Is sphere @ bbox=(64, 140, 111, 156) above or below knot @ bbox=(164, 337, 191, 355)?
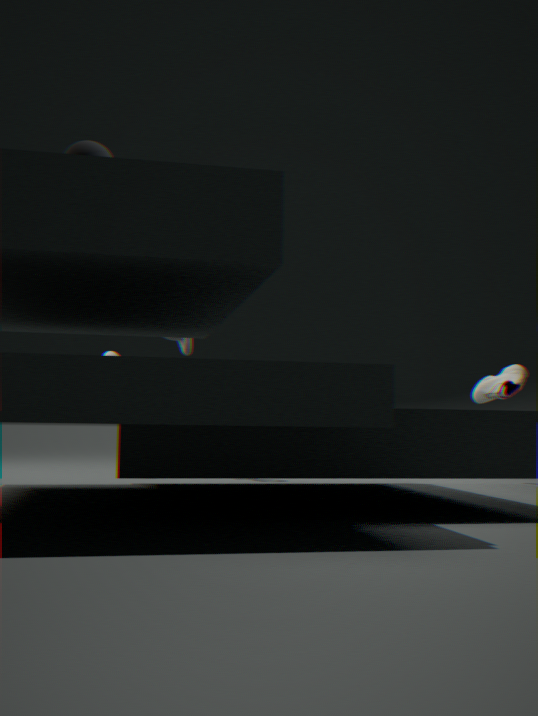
above
